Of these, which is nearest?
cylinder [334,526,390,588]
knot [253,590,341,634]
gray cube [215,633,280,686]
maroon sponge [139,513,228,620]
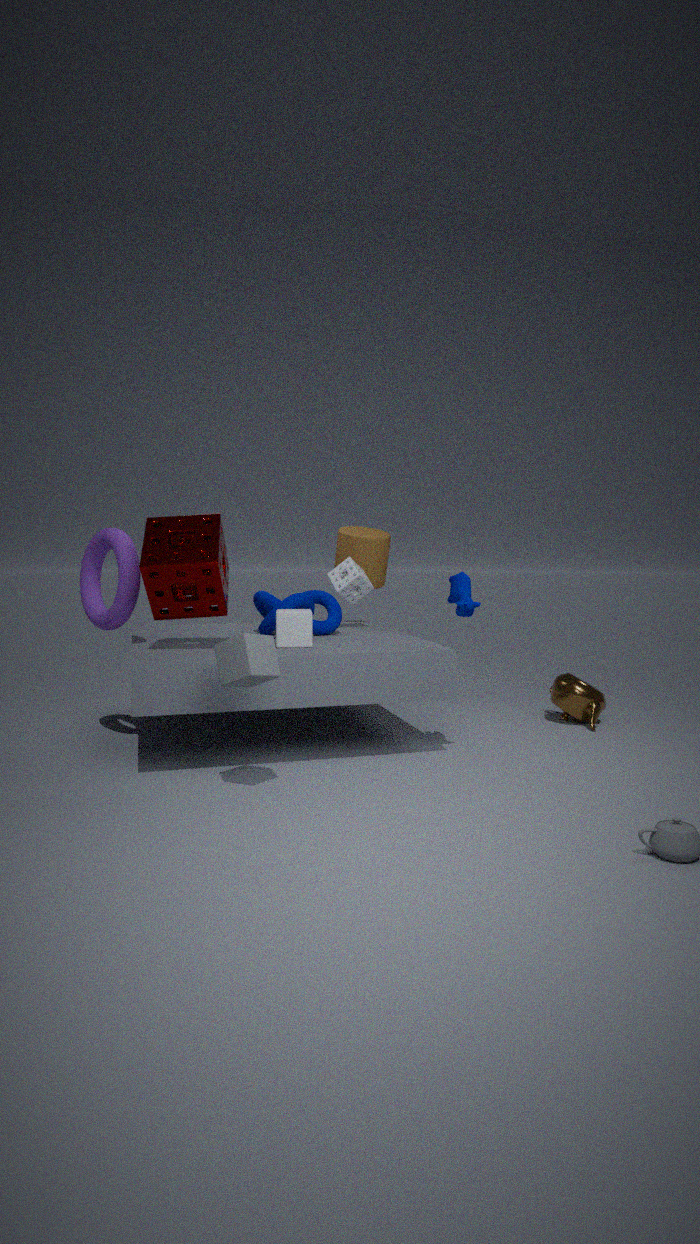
gray cube [215,633,280,686]
